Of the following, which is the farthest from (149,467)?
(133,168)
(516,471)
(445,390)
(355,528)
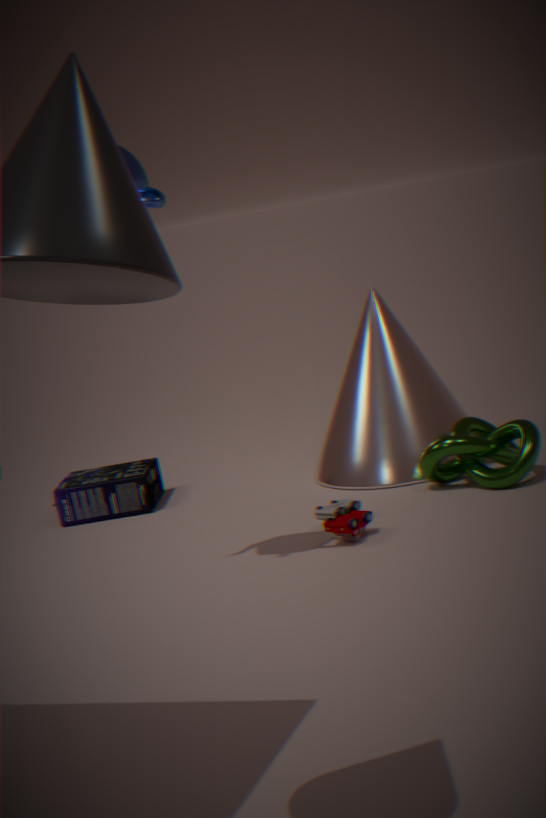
(133,168)
